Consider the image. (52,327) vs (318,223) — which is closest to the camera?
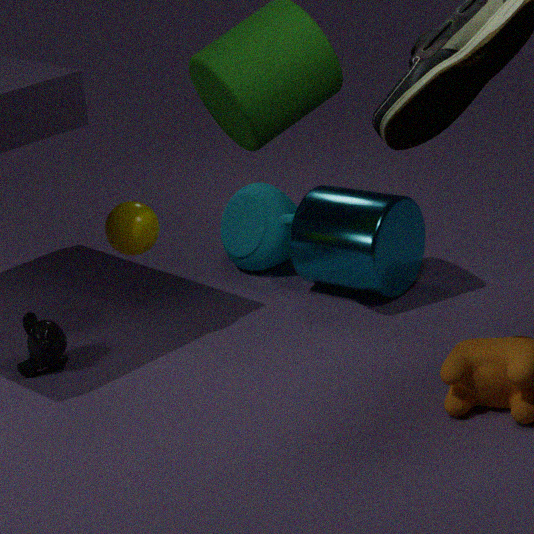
(52,327)
